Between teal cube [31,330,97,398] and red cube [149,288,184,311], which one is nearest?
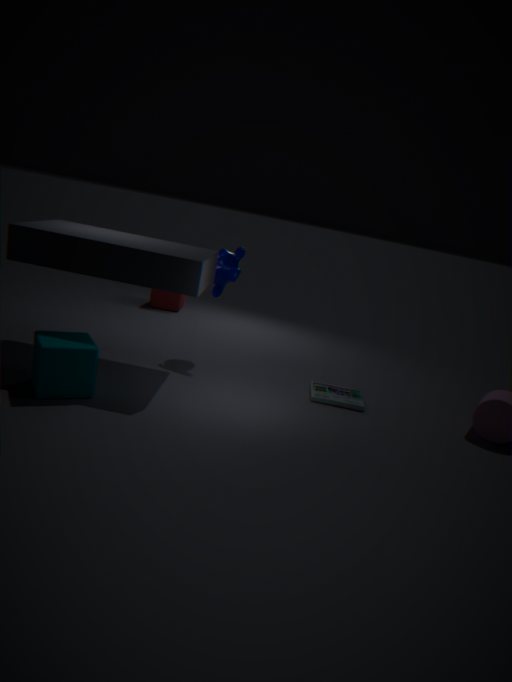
teal cube [31,330,97,398]
